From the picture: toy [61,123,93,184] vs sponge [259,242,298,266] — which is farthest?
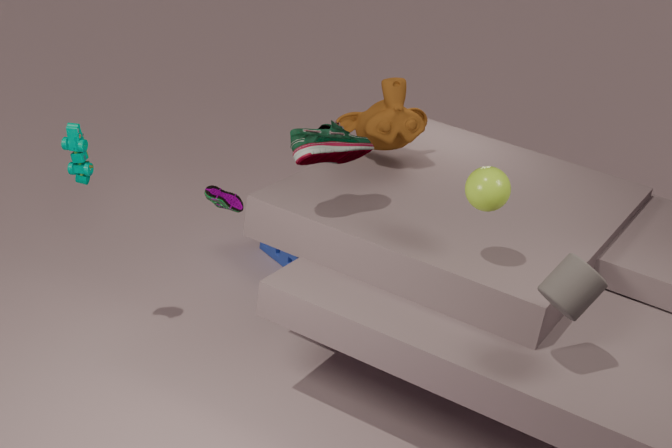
sponge [259,242,298,266]
